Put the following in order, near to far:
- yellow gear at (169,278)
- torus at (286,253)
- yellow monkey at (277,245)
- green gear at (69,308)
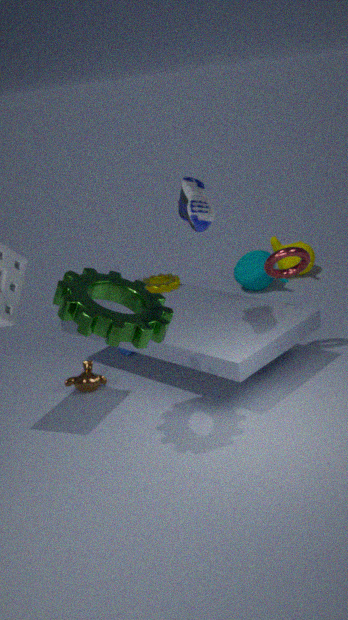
green gear at (69,308)
torus at (286,253)
yellow gear at (169,278)
yellow monkey at (277,245)
